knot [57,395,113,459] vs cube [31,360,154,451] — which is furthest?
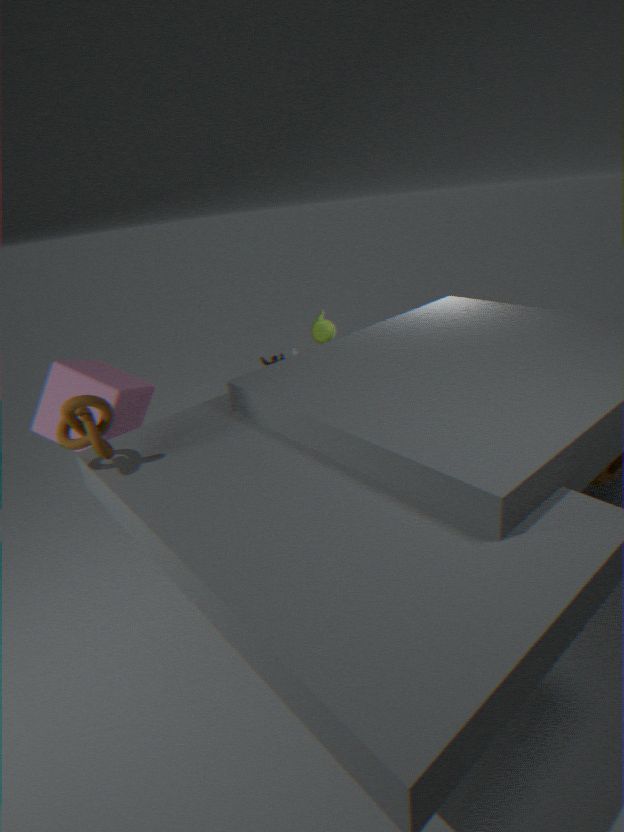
cube [31,360,154,451]
